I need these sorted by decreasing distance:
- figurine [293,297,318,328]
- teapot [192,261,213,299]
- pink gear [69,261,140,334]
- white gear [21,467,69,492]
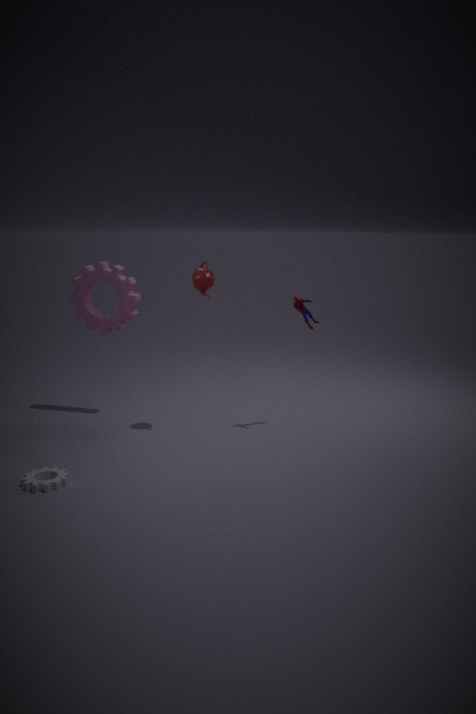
1. pink gear [69,261,140,334]
2. figurine [293,297,318,328]
3. teapot [192,261,213,299]
4. white gear [21,467,69,492]
